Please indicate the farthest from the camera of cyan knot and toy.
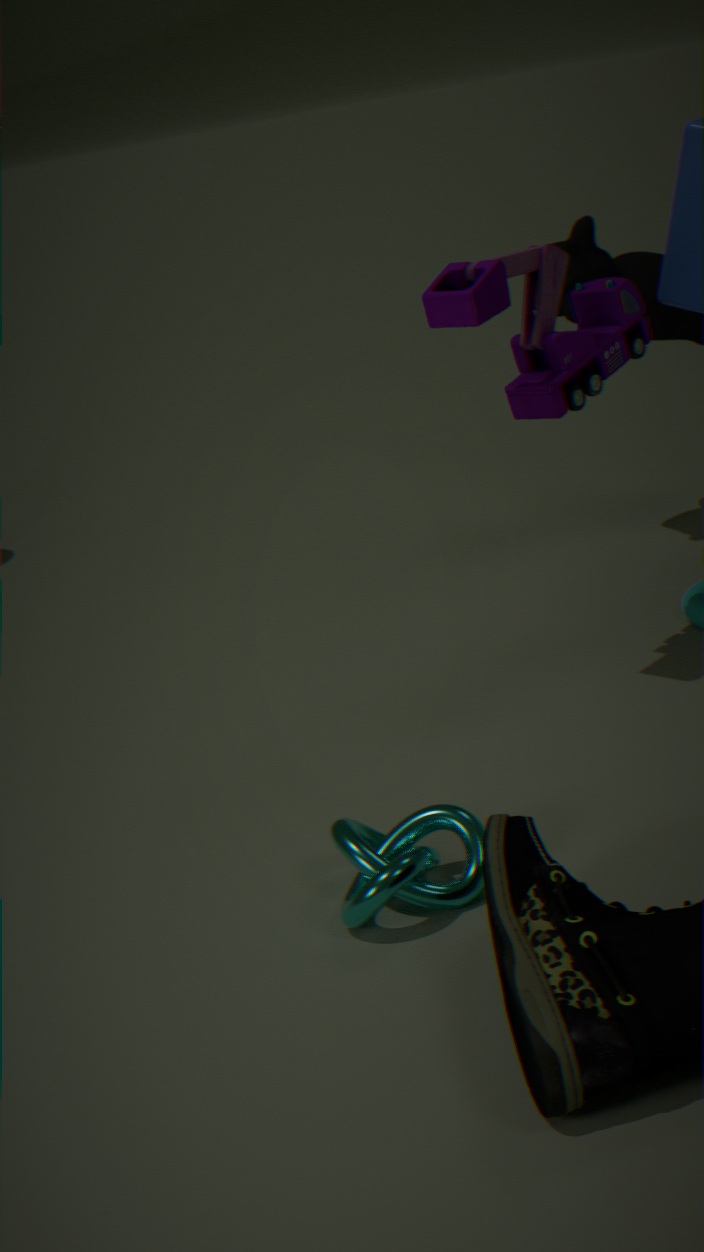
toy
